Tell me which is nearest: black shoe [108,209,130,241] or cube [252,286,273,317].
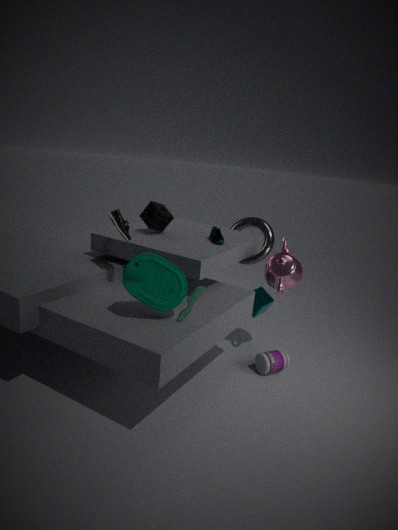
black shoe [108,209,130,241]
